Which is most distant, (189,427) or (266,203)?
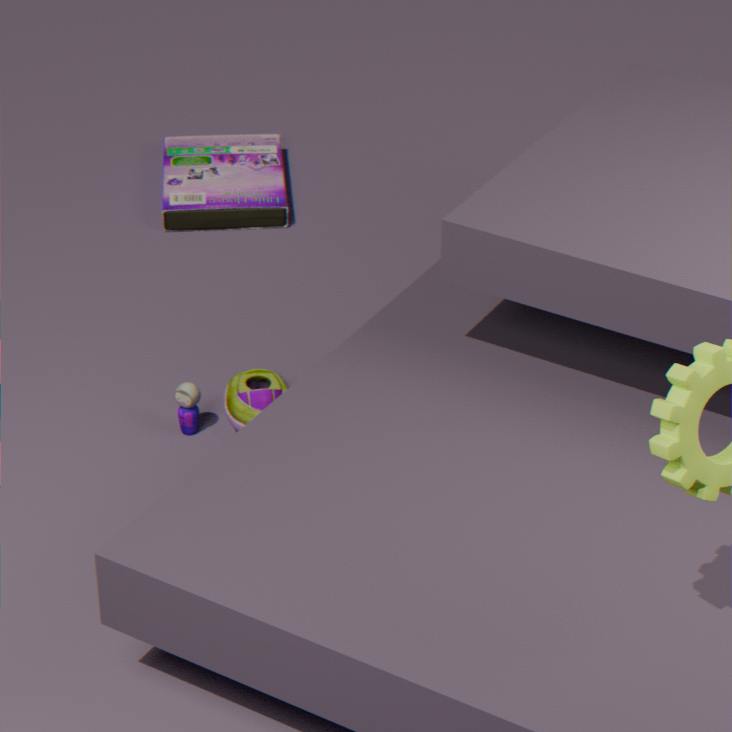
(266,203)
